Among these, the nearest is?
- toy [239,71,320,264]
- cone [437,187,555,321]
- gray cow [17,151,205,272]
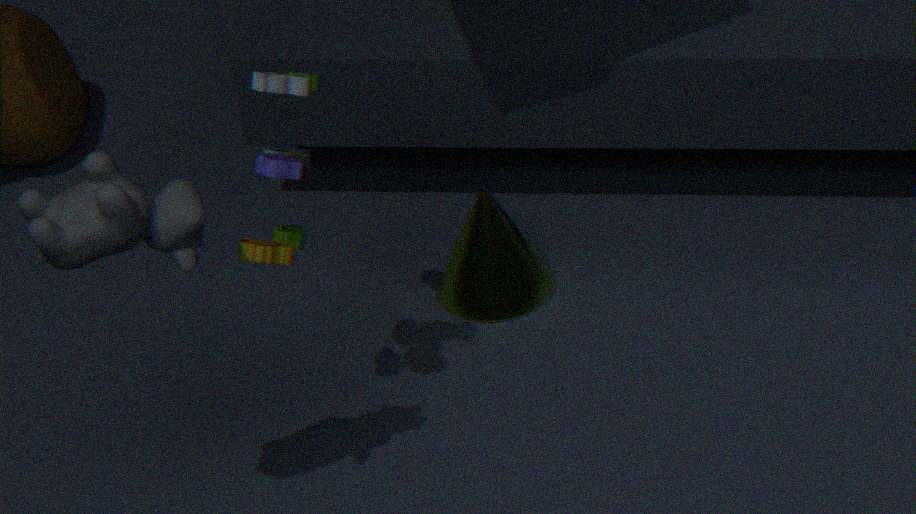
gray cow [17,151,205,272]
